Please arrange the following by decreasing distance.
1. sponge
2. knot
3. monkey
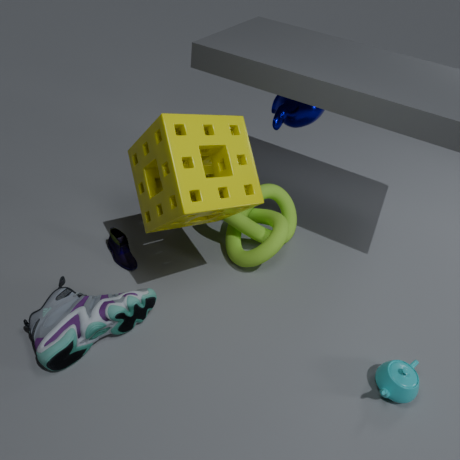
1. monkey
2. knot
3. sponge
